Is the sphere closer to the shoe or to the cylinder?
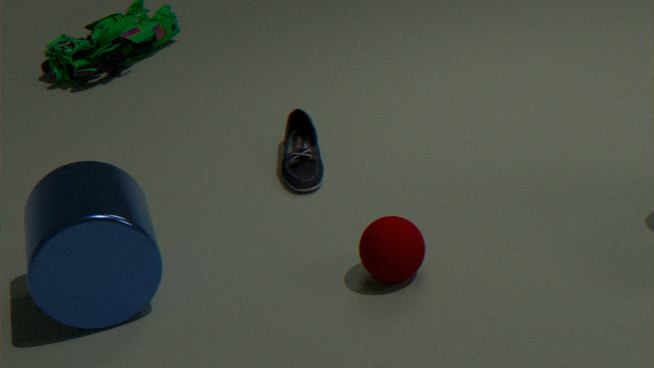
the shoe
